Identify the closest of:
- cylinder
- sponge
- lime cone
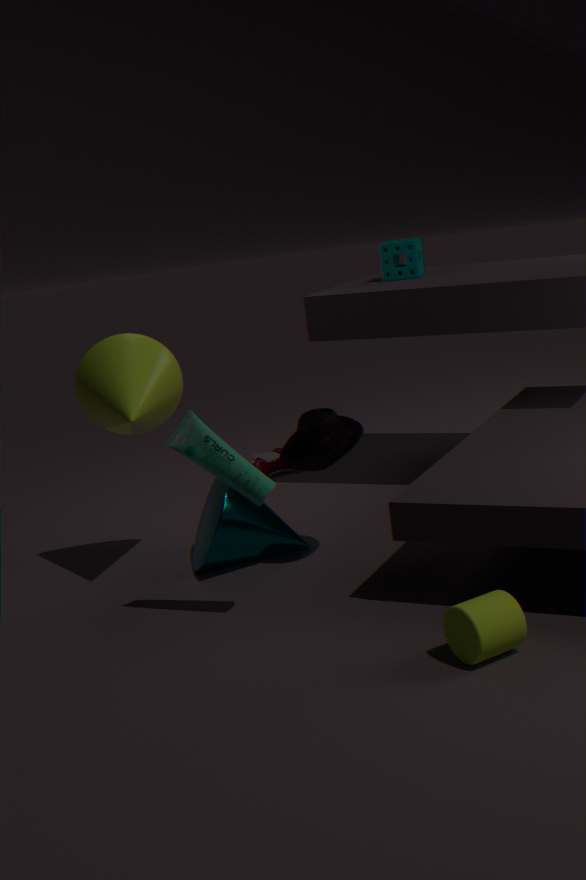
cylinder
